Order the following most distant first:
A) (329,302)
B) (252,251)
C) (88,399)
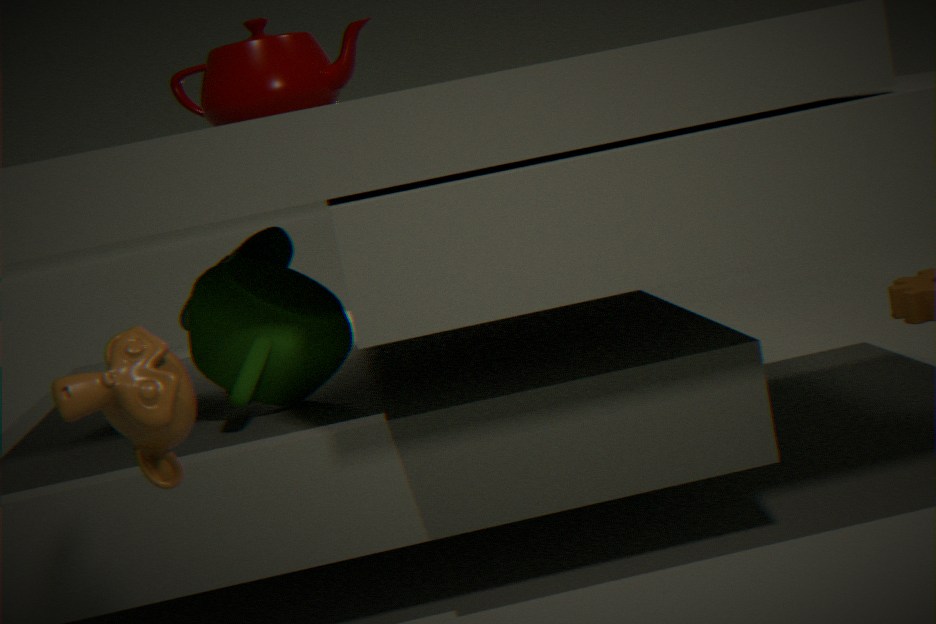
(252,251) → (329,302) → (88,399)
